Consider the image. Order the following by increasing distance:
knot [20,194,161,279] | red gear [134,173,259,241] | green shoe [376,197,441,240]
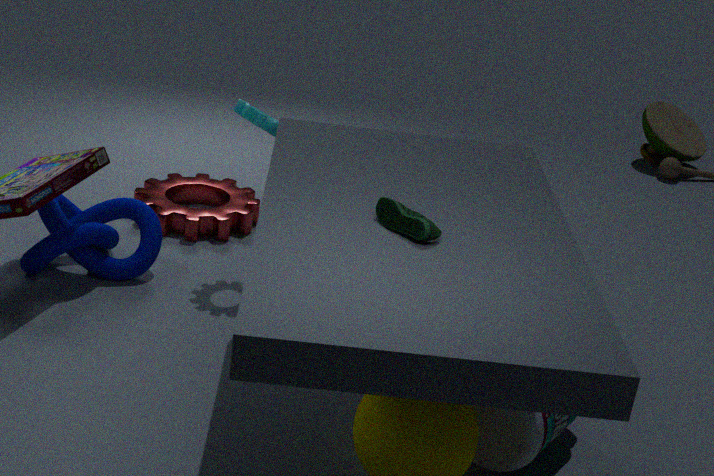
1. green shoe [376,197,441,240]
2. knot [20,194,161,279]
3. red gear [134,173,259,241]
